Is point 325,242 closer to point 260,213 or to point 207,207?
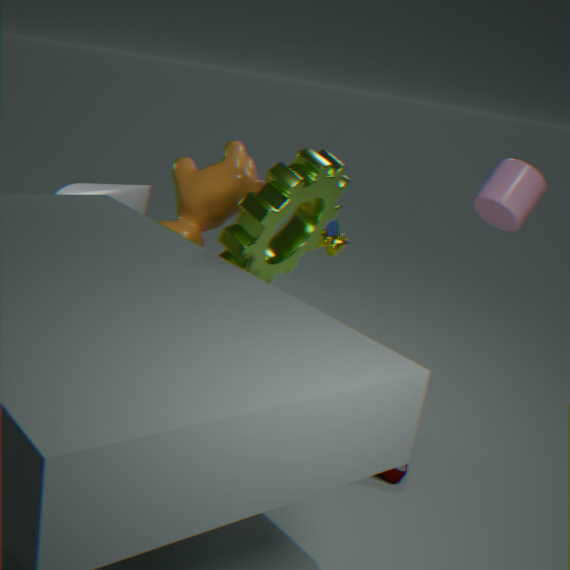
point 207,207
